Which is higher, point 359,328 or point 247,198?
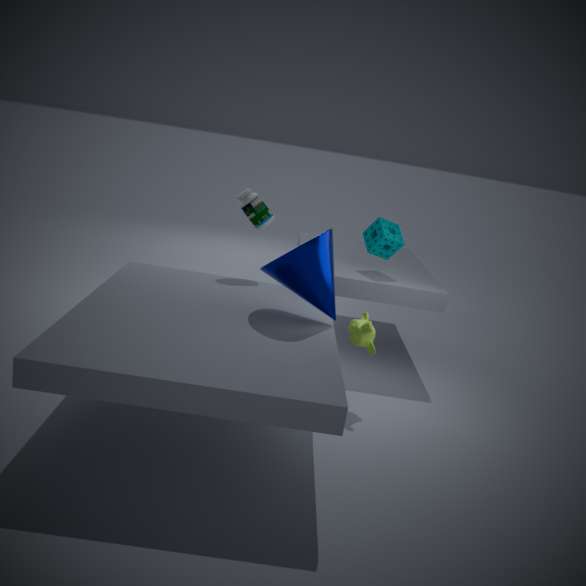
point 247,198
